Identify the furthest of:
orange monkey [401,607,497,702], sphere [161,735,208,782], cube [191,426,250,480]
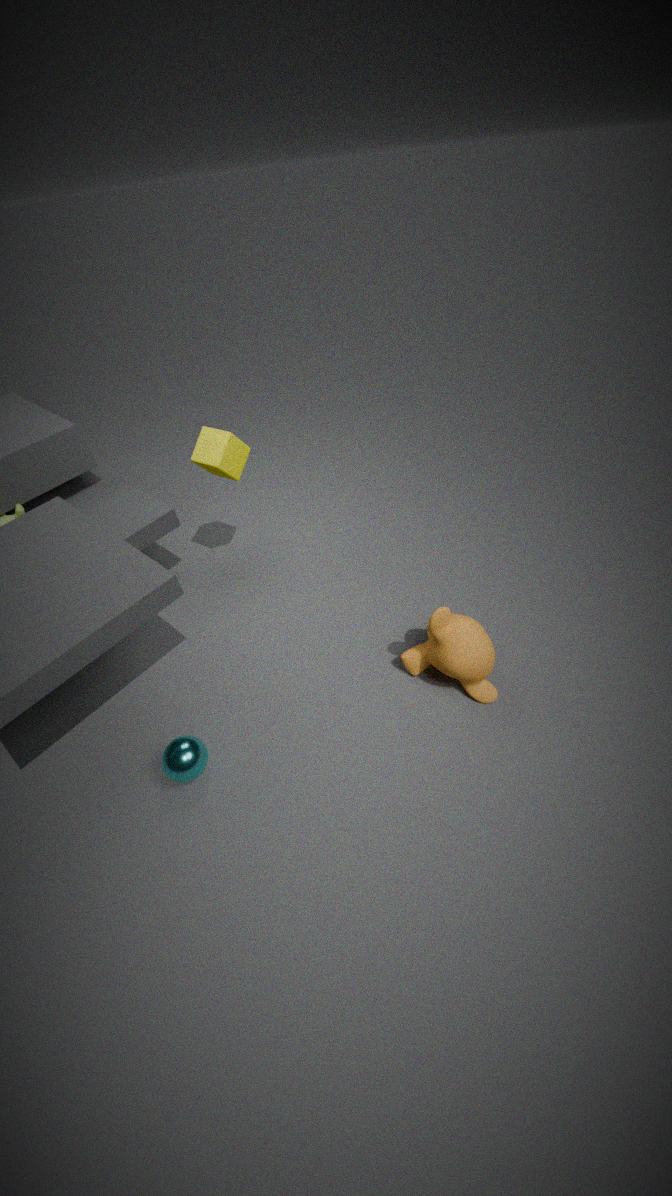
cube [191,426,250,480]
